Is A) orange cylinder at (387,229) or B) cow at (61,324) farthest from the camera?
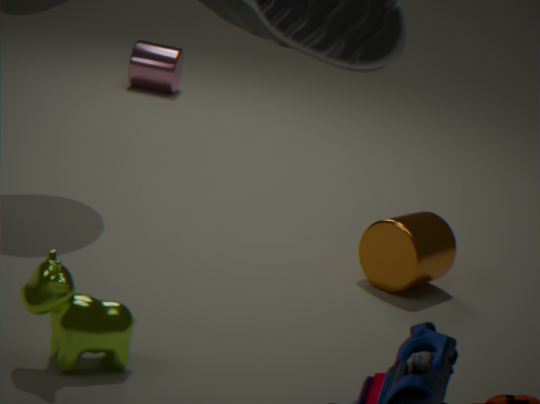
A. orange cylinder at (387,229)
